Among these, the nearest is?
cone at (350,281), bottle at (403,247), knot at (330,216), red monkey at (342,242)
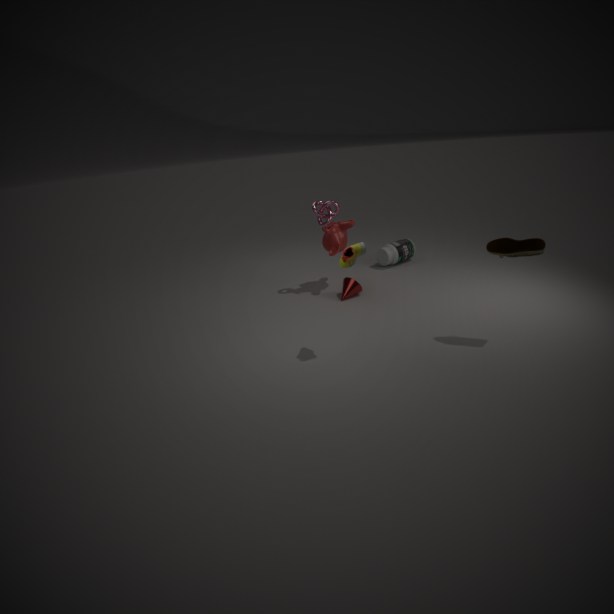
knot at (330,216)
